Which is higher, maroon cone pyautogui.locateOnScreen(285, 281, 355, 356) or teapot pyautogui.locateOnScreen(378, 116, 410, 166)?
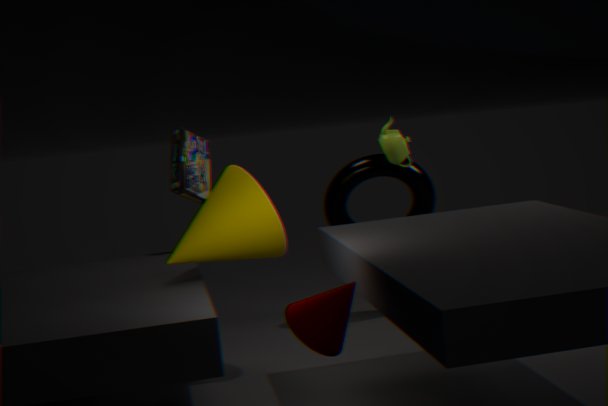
teapot pyautogui.locateOnScreen(378, 116, 410, 166)
